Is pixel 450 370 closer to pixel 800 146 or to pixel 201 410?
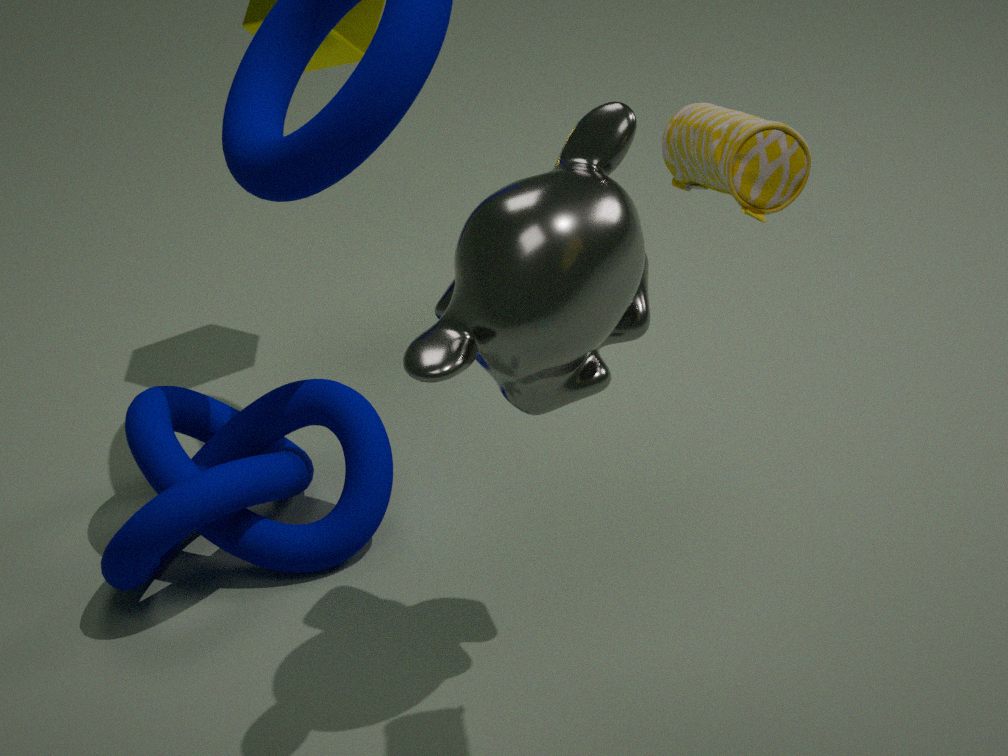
pixel 800 146
